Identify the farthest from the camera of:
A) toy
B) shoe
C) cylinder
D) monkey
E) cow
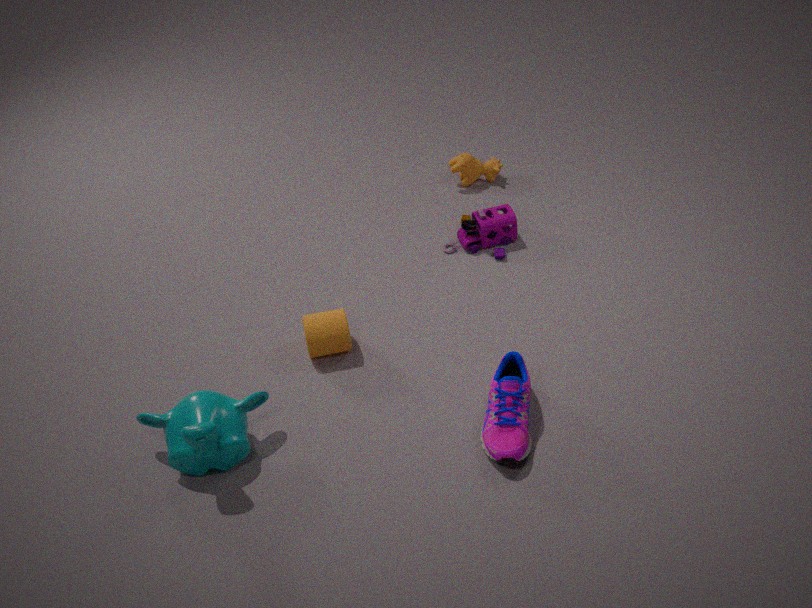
cow
